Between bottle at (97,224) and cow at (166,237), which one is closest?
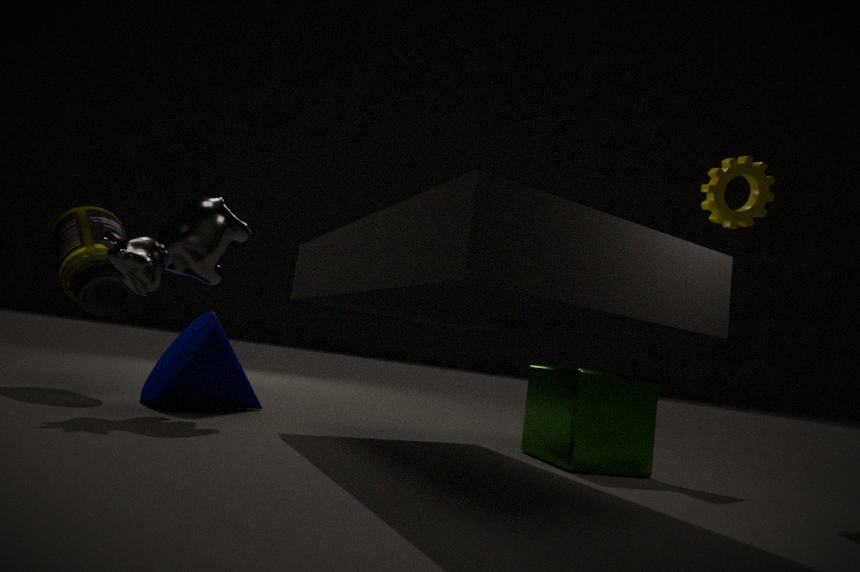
cow at (166,237)
